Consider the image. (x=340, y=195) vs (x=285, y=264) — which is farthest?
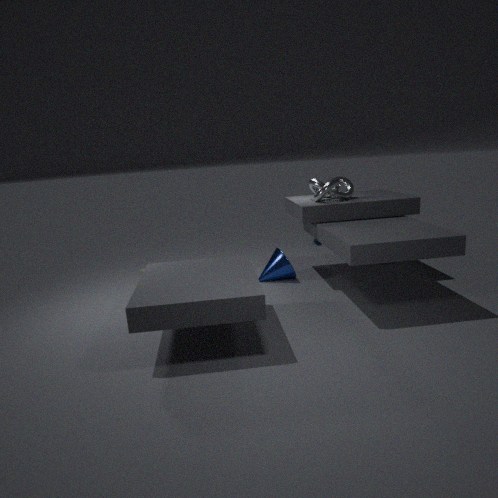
(x=285, y=264)
